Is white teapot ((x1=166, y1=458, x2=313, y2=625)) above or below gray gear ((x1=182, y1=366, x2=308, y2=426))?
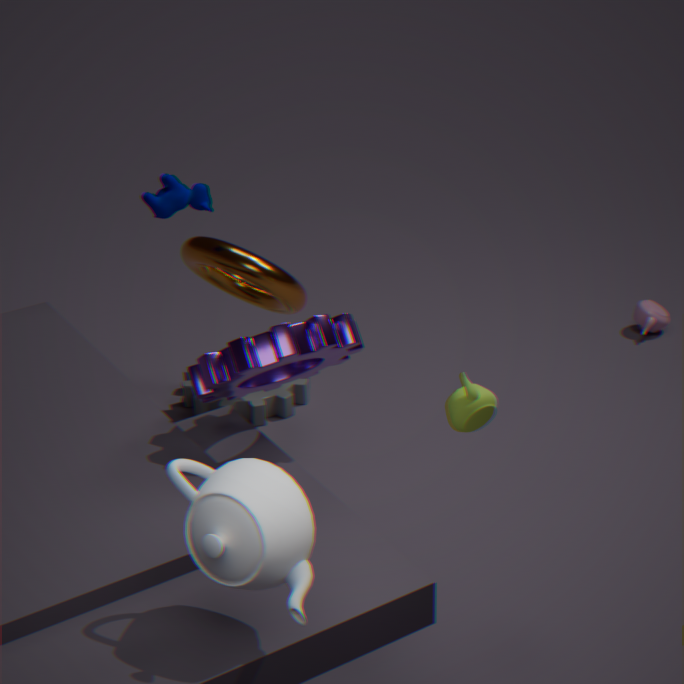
above
